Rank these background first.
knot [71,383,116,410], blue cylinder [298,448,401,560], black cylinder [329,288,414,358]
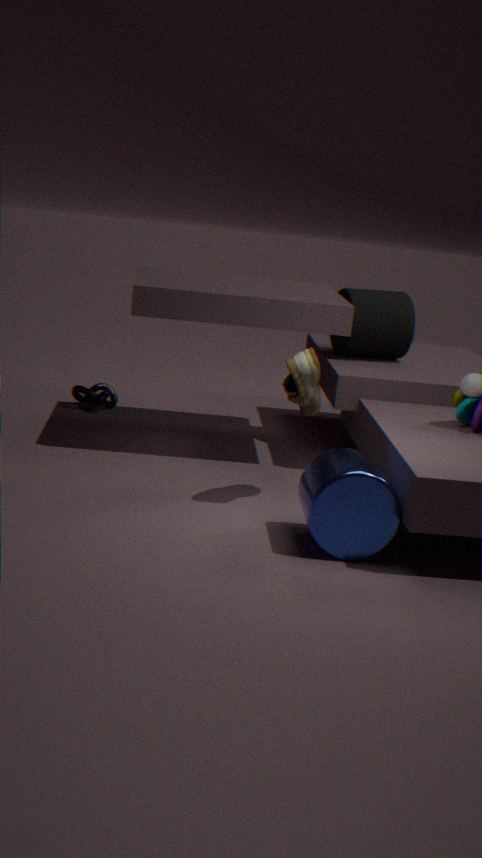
knot [71,383,116,410]
black cylinder [329,288,414,358]
blue cylinder [298,448,401,560]
